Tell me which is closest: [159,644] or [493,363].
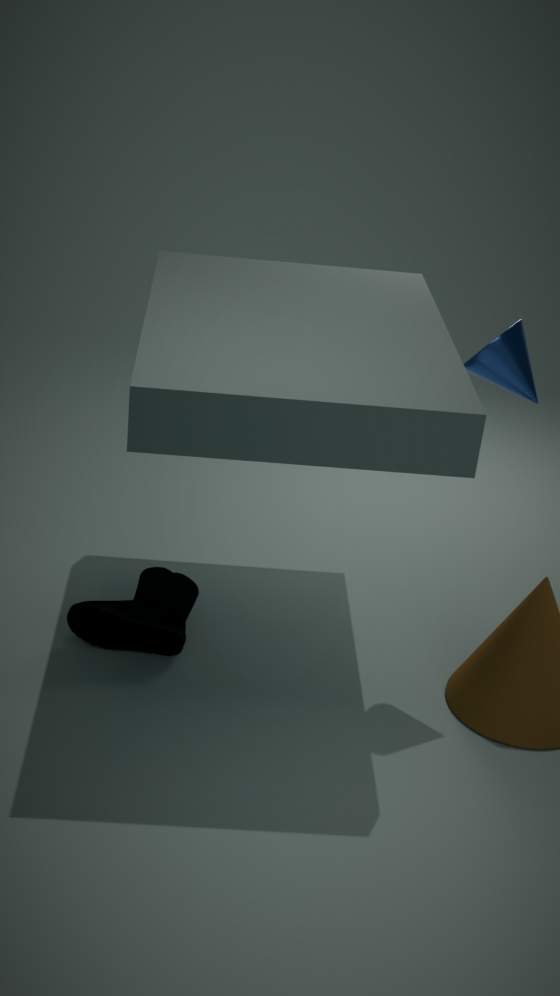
[493,363]
